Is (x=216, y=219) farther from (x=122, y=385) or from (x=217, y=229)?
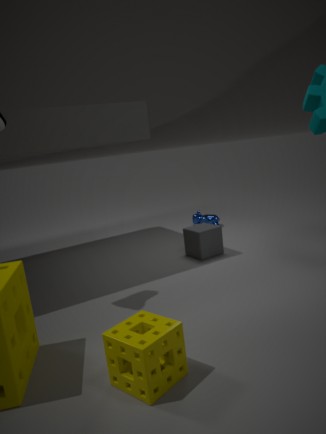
(x=122, y=385)
